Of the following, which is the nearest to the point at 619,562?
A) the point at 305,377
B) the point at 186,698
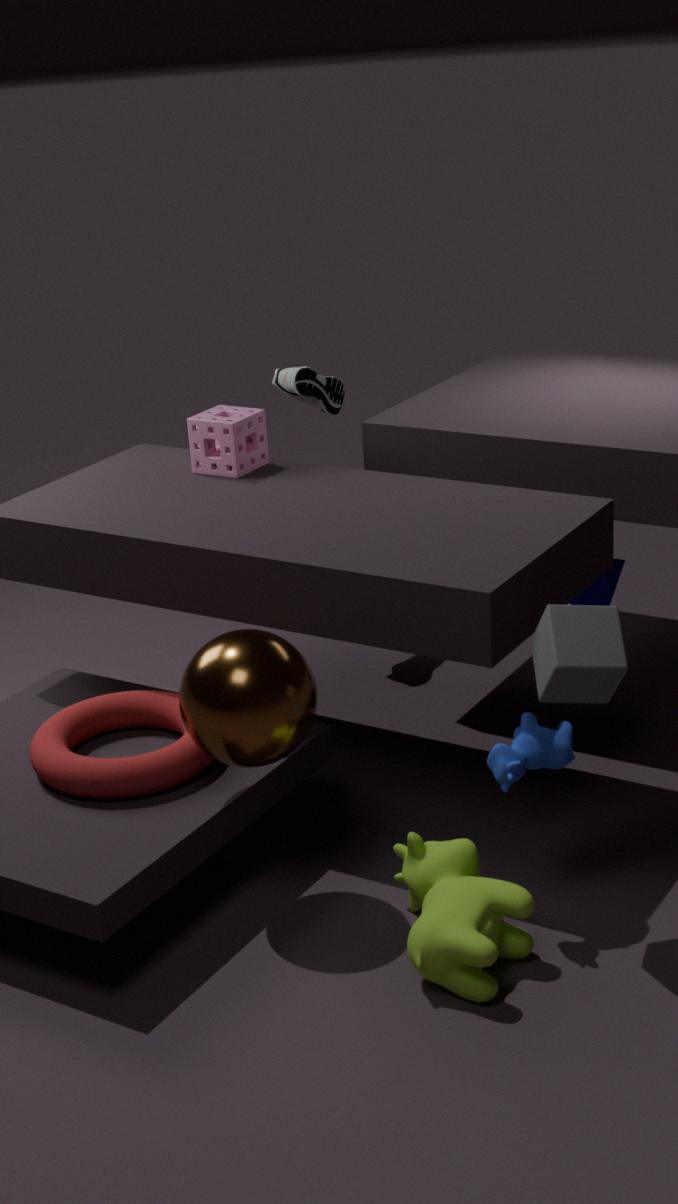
the point at 305,377
